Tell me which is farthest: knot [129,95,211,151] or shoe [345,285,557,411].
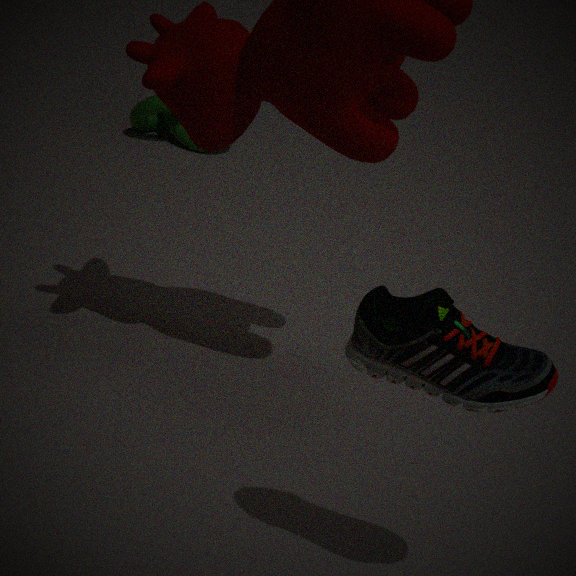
knot [129,95,211,151]
